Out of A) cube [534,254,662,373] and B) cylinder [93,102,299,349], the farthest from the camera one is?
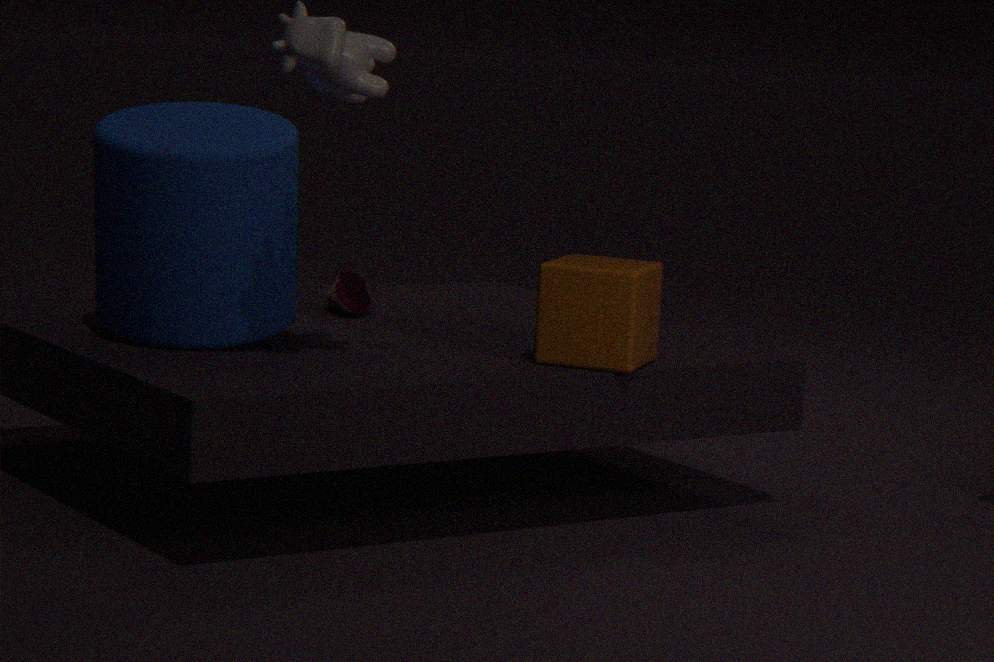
A. cube [534,254,662,373]
